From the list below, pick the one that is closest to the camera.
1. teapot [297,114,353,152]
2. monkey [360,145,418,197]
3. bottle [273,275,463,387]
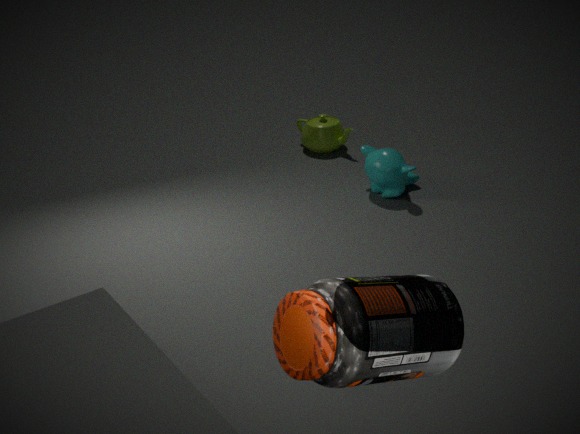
bottle [273,275,463,387]
